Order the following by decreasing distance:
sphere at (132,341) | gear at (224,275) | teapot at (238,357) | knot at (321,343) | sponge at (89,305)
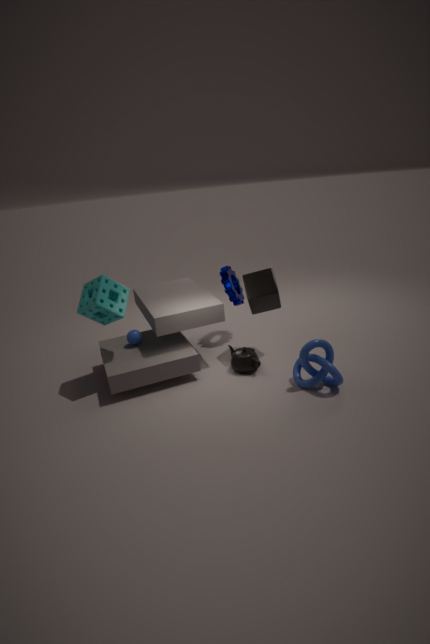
gear at (224,275) < sphere at (132,341) < teapot at (238,357) < sponge at (89,305) < knot at (321,343)
